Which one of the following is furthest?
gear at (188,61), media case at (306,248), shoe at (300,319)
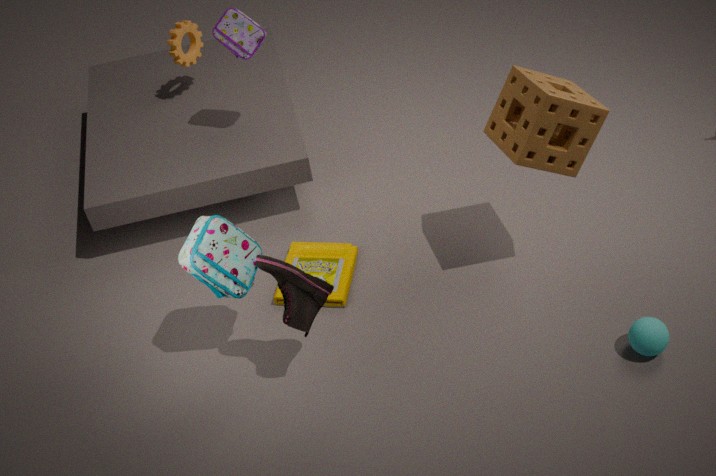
gear at (188,61)
